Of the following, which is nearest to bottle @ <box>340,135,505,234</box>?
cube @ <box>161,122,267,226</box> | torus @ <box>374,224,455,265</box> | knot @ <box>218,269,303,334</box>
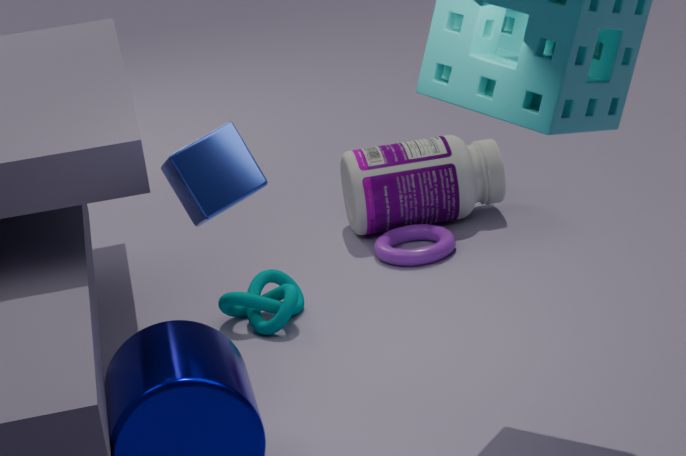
torus @ <box>374,224,455,265</box>
